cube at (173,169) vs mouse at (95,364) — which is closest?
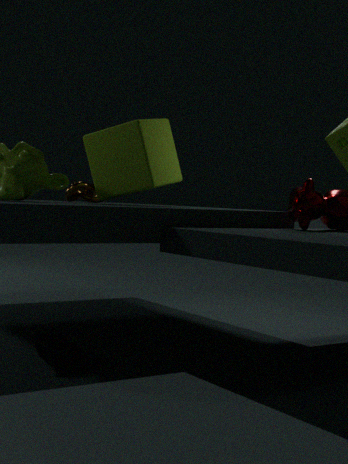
mouse at (95,364)
